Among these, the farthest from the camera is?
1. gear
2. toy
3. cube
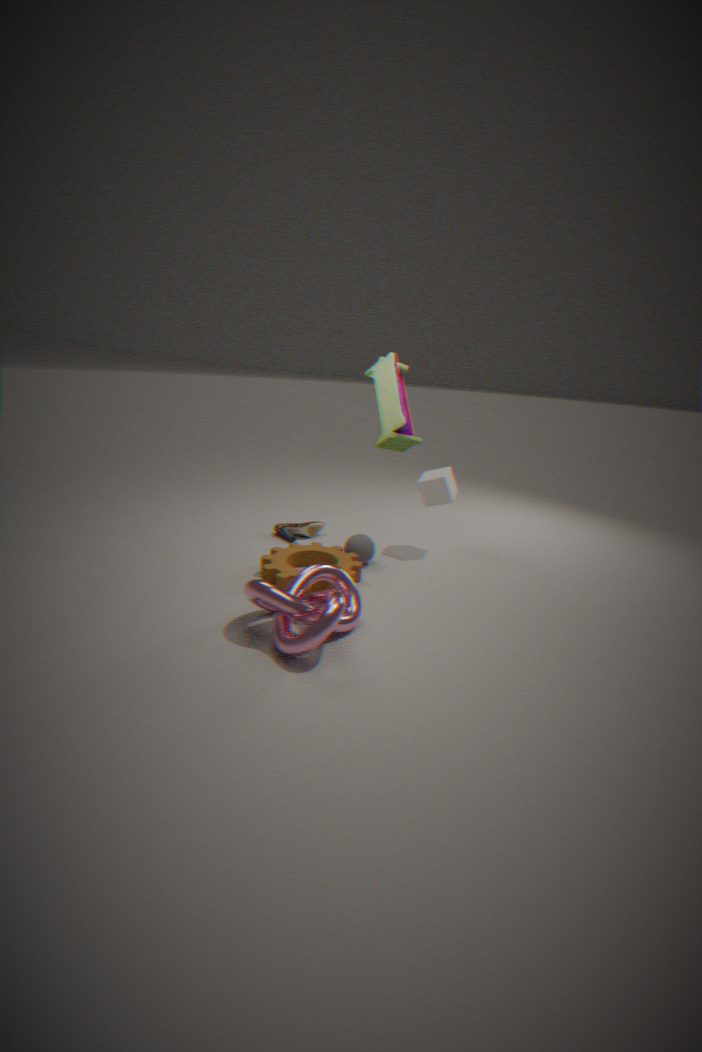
cube
